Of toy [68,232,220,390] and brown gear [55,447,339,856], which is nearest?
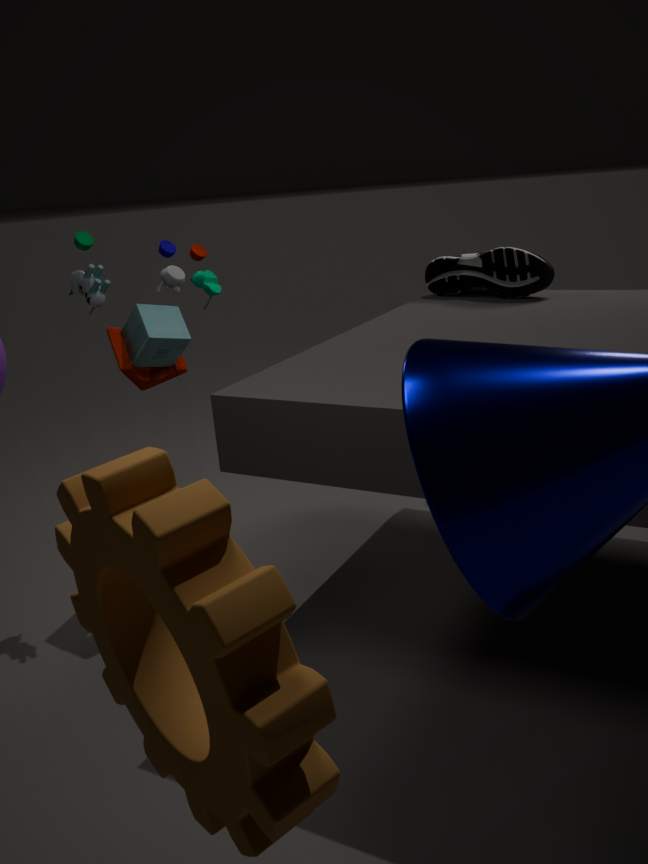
brown gear [55,447,339,856]
